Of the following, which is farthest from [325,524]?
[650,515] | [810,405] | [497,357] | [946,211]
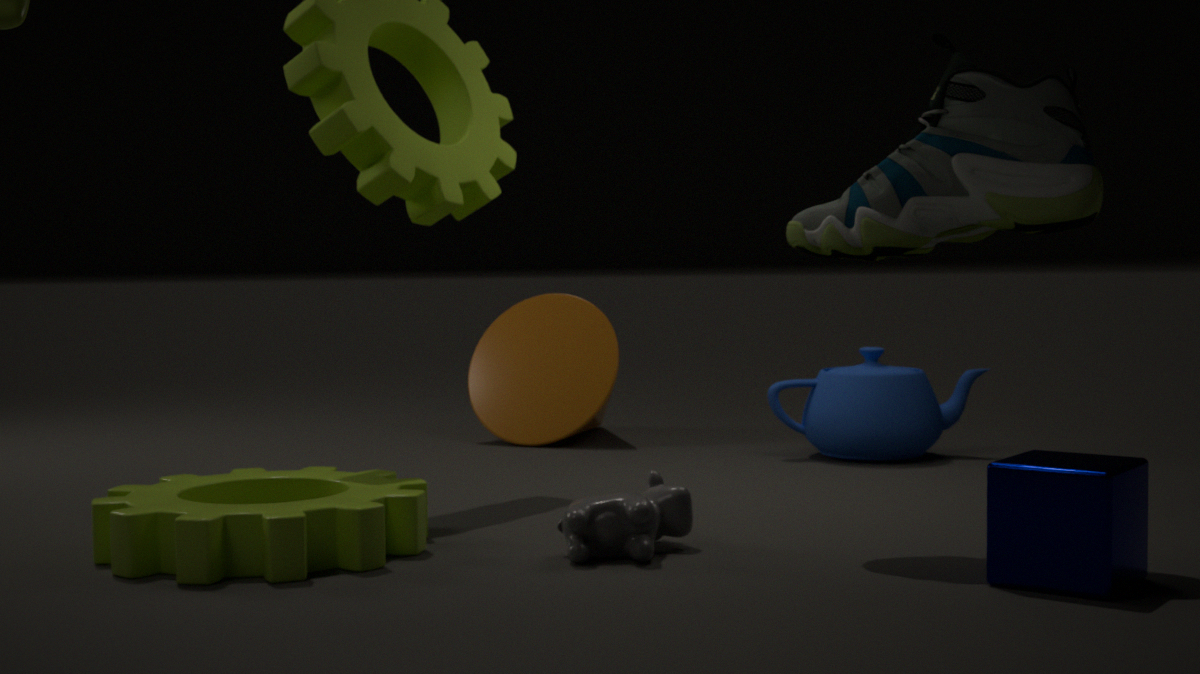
[810,405]
